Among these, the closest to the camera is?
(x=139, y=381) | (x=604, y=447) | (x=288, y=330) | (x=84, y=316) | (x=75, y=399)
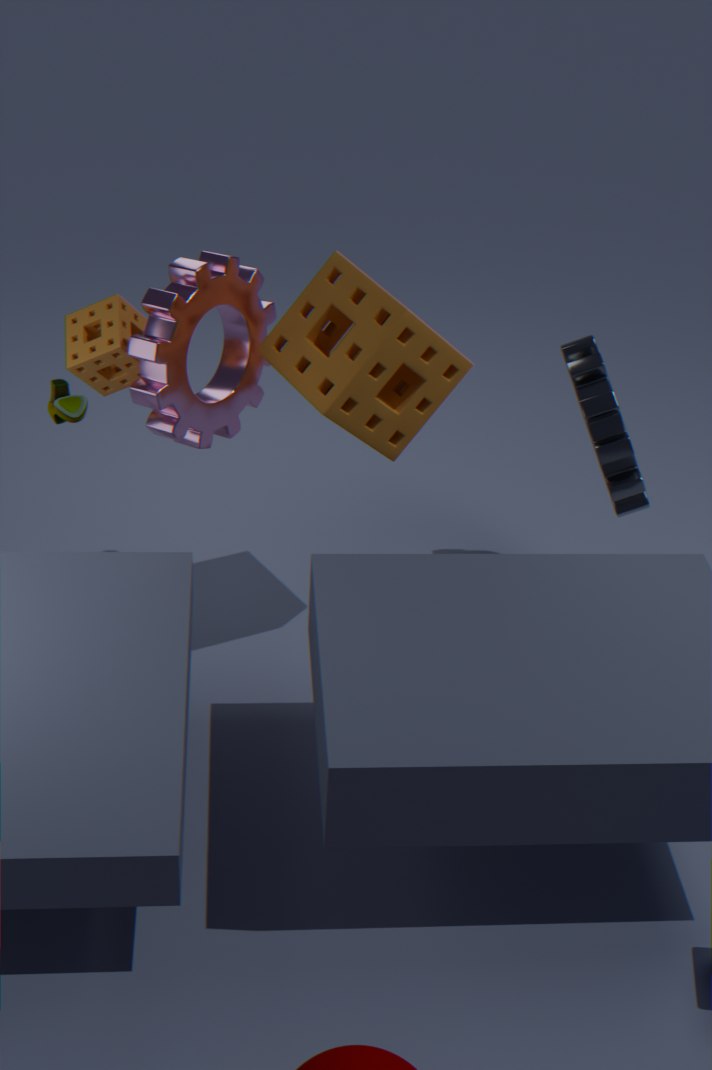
(x=75, y=399)
